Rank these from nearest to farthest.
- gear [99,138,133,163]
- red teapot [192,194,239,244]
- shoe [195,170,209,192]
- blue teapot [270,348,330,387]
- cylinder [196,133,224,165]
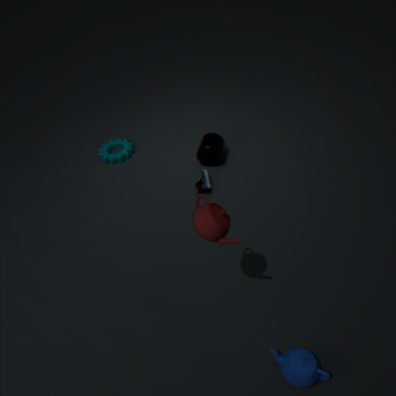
1. red teapot [192,194,239,244]
2. blue teapot [270,348,330,387]
3. shoe [195,170,209,192]
4. cylinder [196,133,224,165]
5. gear [99,138,133,163]
